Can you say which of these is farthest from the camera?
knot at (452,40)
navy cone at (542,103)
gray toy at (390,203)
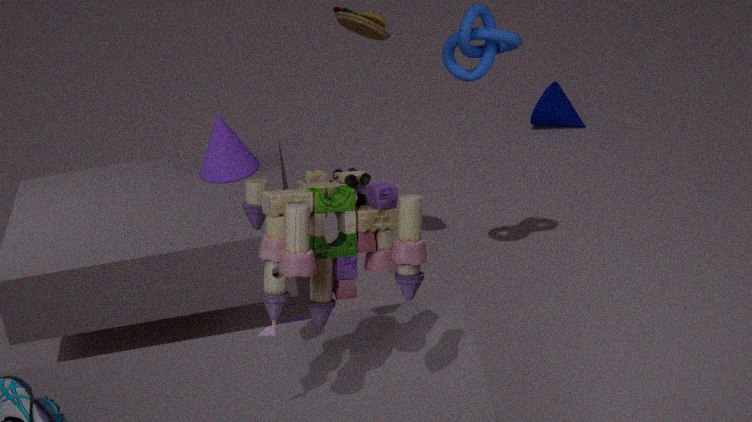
navy cone at (542,103)
